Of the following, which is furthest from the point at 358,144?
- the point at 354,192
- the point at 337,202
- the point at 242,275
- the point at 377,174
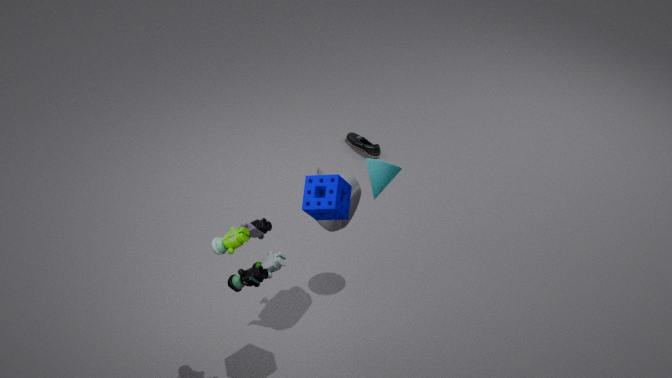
the point at 242,275
